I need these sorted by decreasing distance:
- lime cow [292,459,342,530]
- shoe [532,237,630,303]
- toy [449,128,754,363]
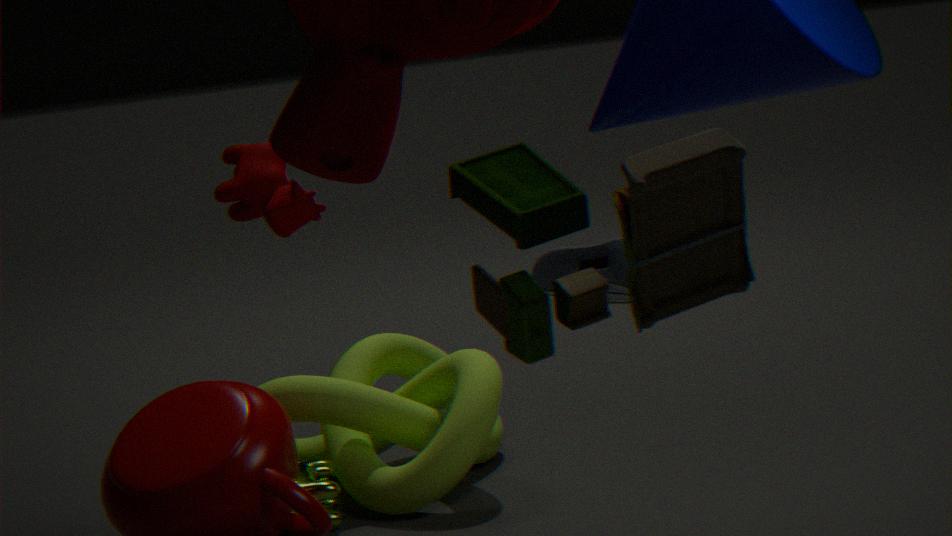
lime cow [292,459,342,530]
shoe [532,237,630,303]
toy [449,128,754,363]
